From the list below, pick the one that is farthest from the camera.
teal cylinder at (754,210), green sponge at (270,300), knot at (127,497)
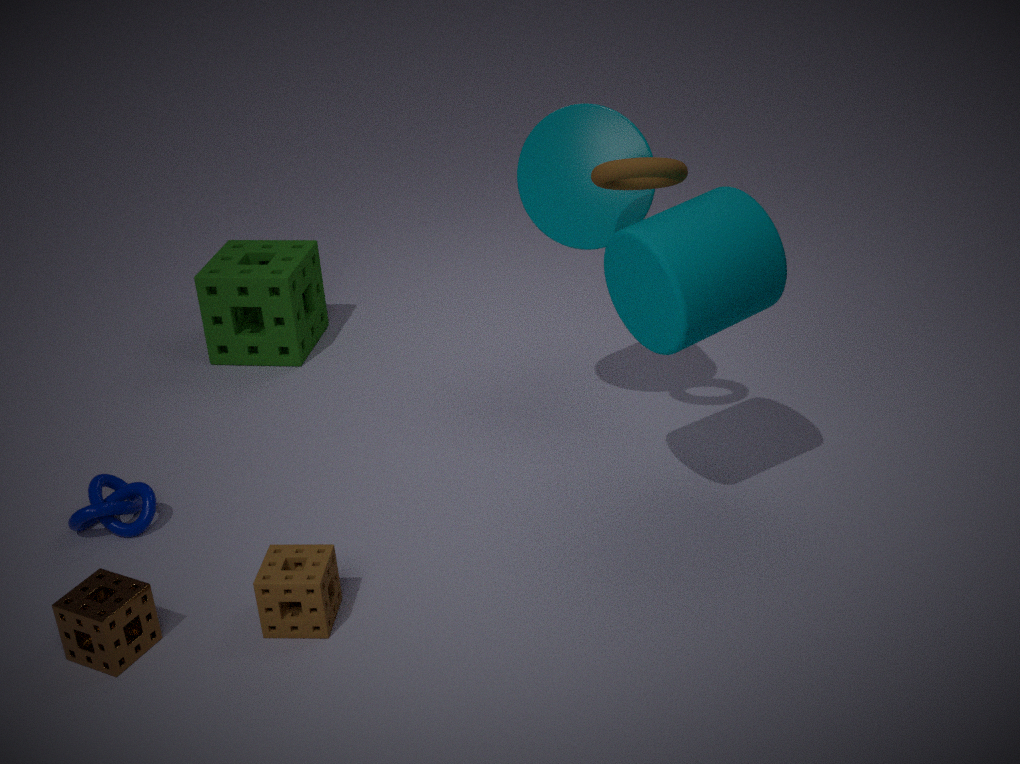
green sponge at (270,300)
